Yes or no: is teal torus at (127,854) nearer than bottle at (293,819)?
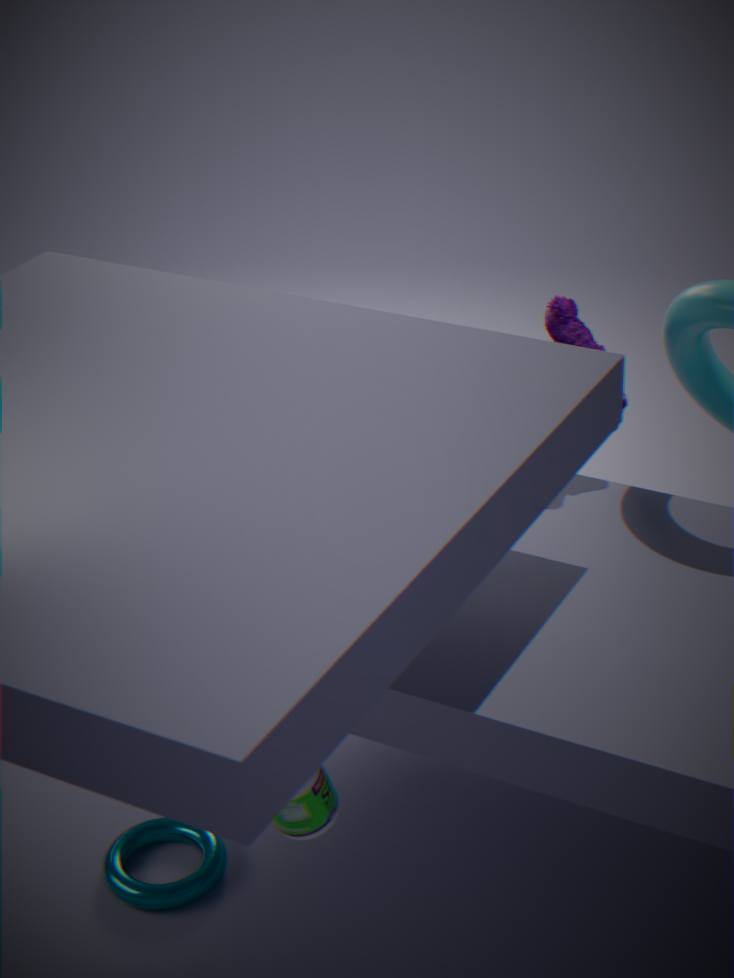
No
